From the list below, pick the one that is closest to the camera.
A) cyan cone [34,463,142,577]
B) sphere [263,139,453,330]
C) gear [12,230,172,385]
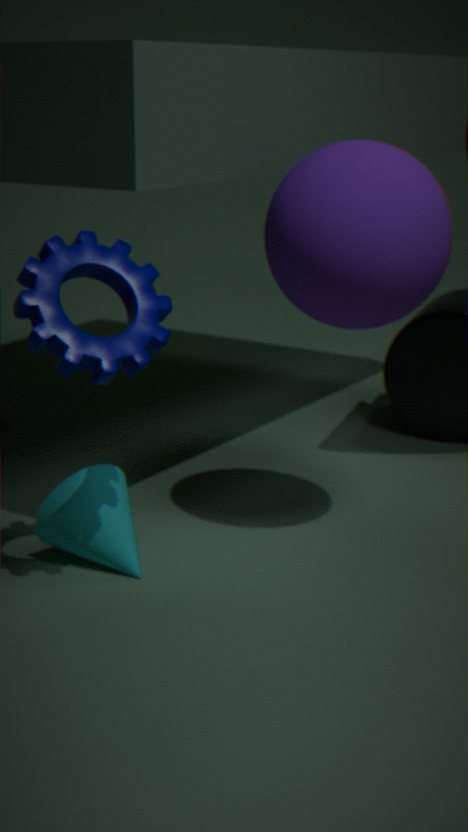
gear [12,230,172,385]
